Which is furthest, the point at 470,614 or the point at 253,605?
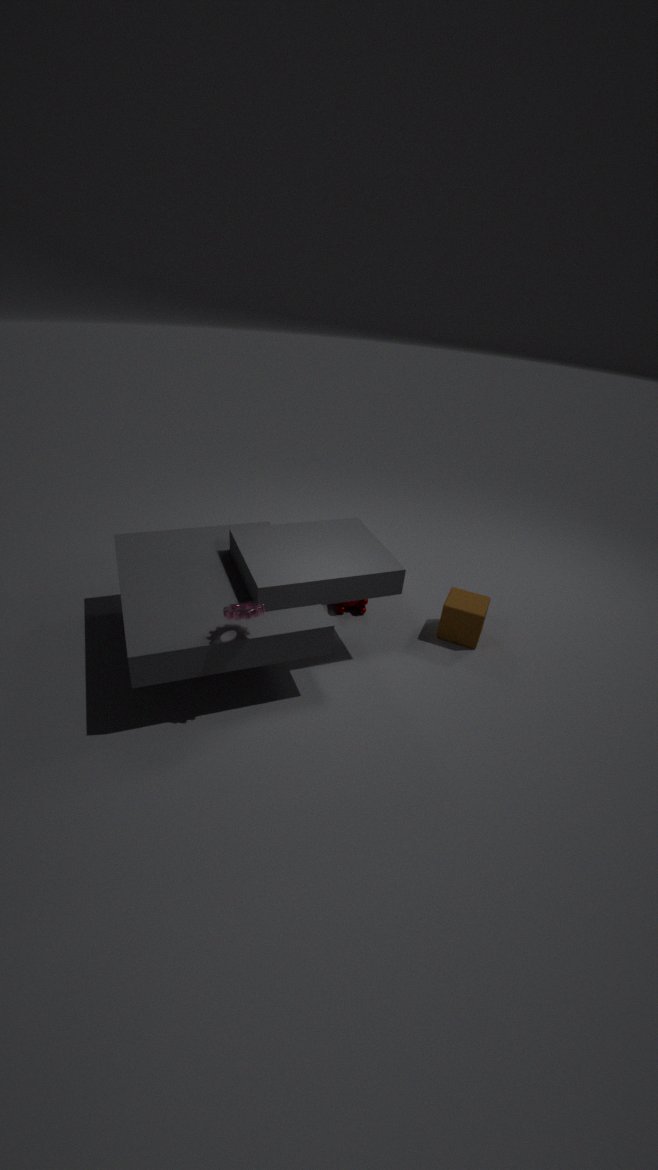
the point at 470,614
